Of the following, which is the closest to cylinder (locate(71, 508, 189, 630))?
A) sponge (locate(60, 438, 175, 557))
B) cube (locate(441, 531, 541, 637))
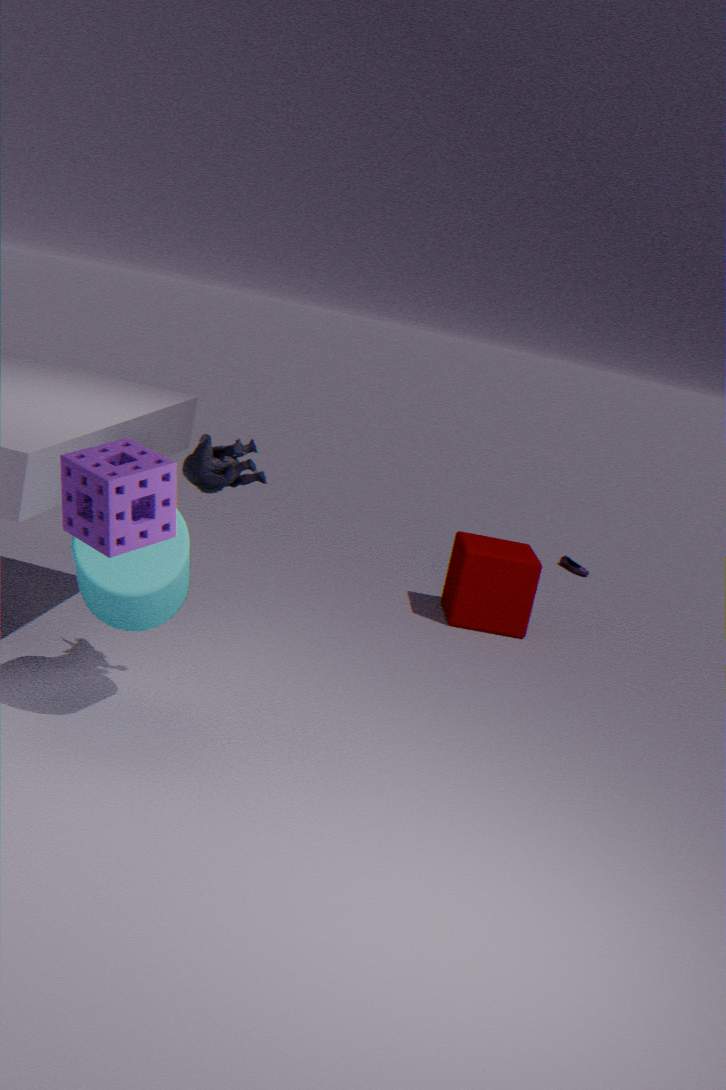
A: sponge (locate(60, 438, 175, 557))
